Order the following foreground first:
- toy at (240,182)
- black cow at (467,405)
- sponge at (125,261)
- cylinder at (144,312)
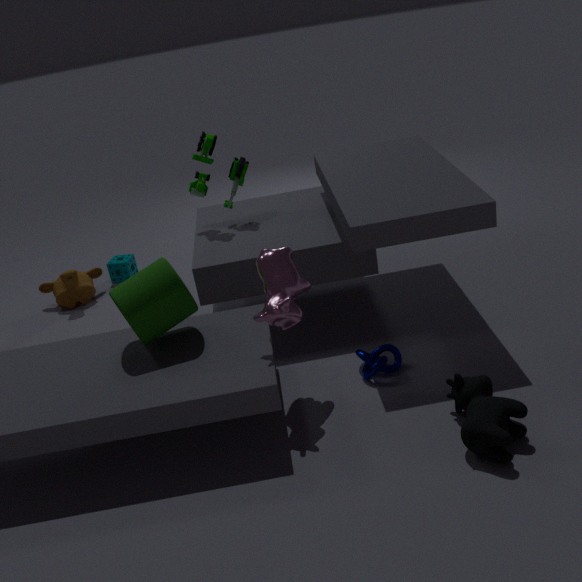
black cow at (467,405) < cylinder at (144,312) < toy at (240,182) < sponge at (125,261)
